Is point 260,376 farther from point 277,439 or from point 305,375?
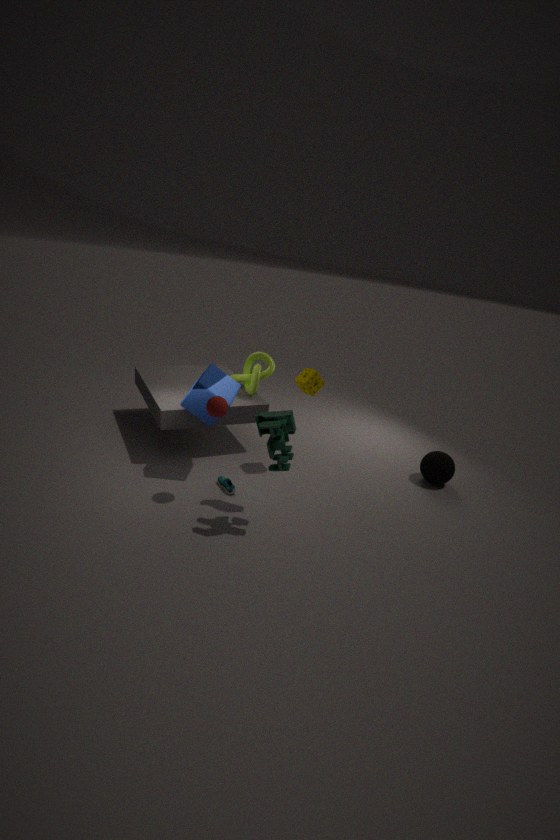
point 277,439
